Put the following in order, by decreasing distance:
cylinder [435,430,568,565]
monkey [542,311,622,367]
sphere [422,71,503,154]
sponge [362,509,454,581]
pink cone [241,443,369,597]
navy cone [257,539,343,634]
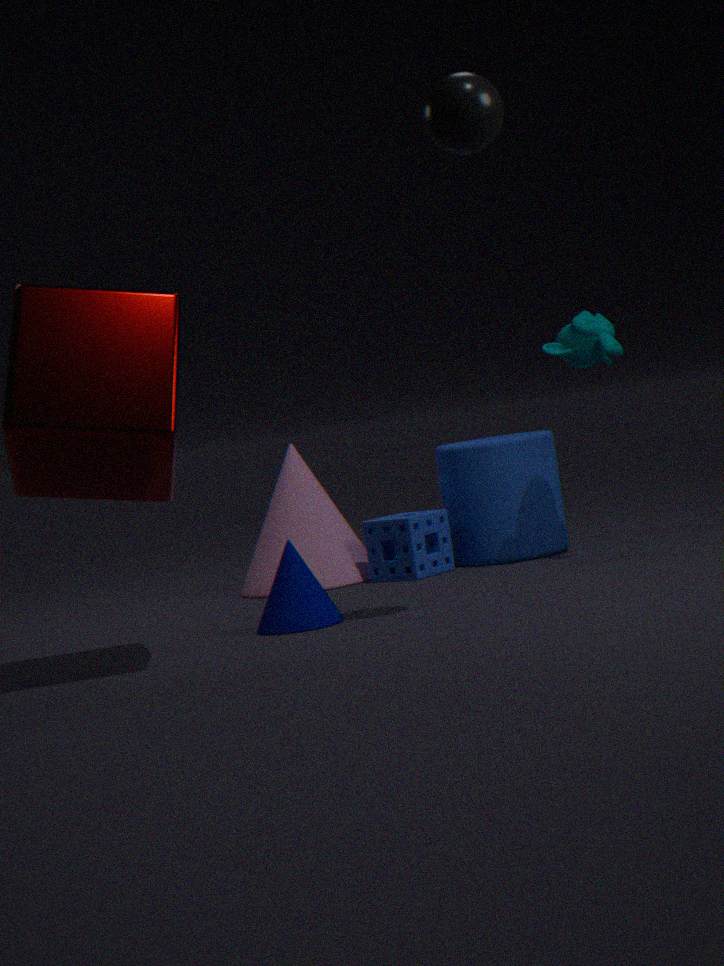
pink cone [241,443,369,597]
cylinder [435,430,568,565]
sponge [362,509,454,581]
monkey [542,311,622,367]
navy cone [257,539,343,634]
sphere [422,71,503,154]
